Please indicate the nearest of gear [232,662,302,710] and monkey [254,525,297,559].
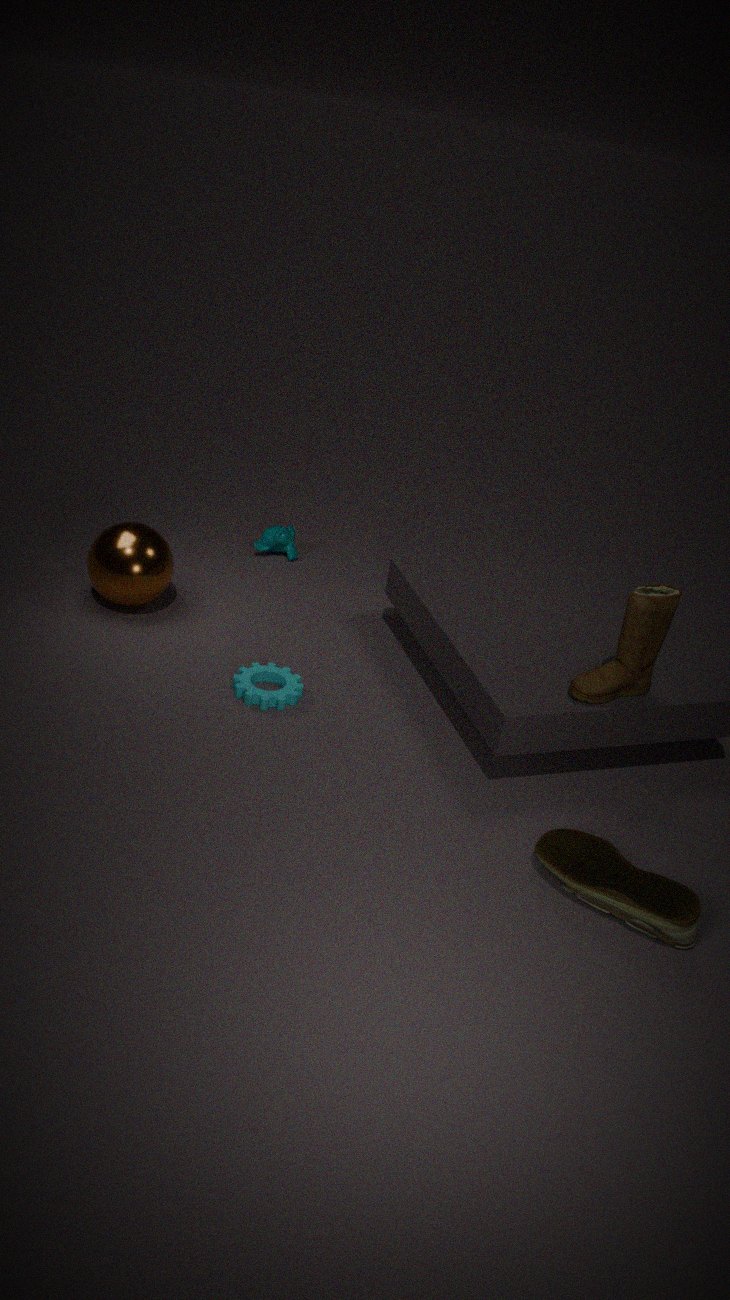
gear [232,662,302,710]
